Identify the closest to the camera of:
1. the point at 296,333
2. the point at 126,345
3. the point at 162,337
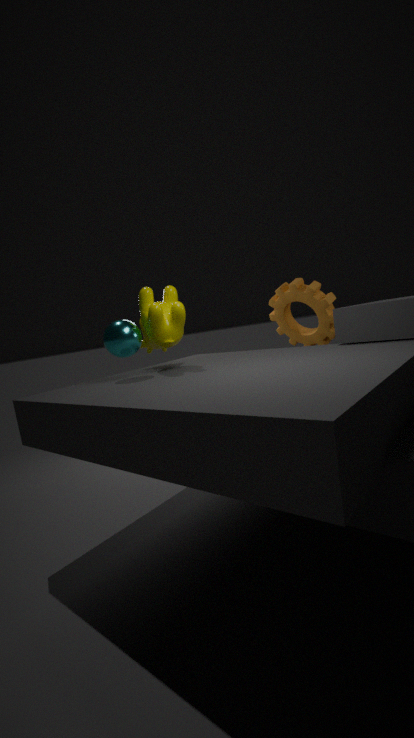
the point at 126,345
